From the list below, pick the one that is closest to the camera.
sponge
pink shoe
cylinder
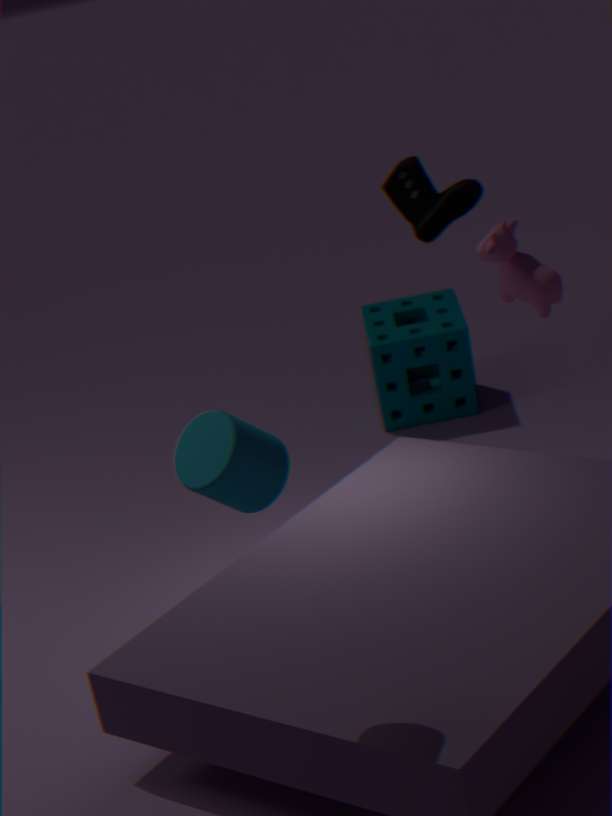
cylinder
